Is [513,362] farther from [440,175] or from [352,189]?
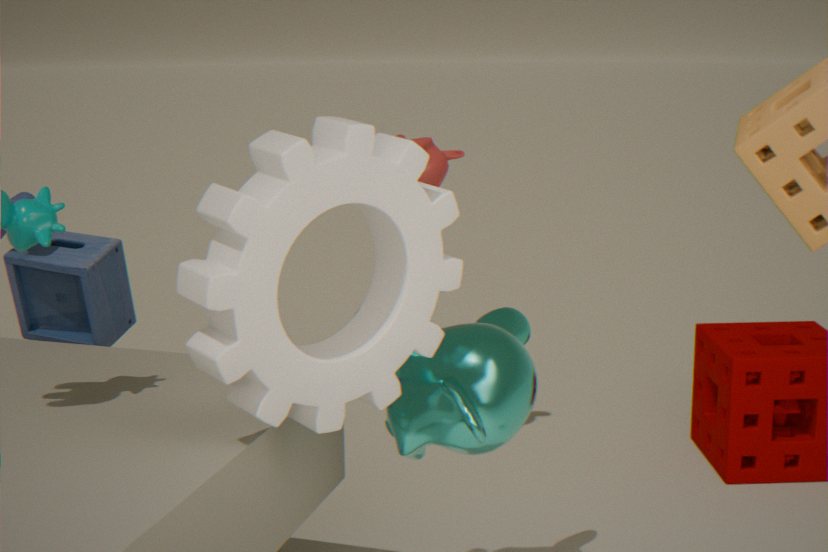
[440,175]
